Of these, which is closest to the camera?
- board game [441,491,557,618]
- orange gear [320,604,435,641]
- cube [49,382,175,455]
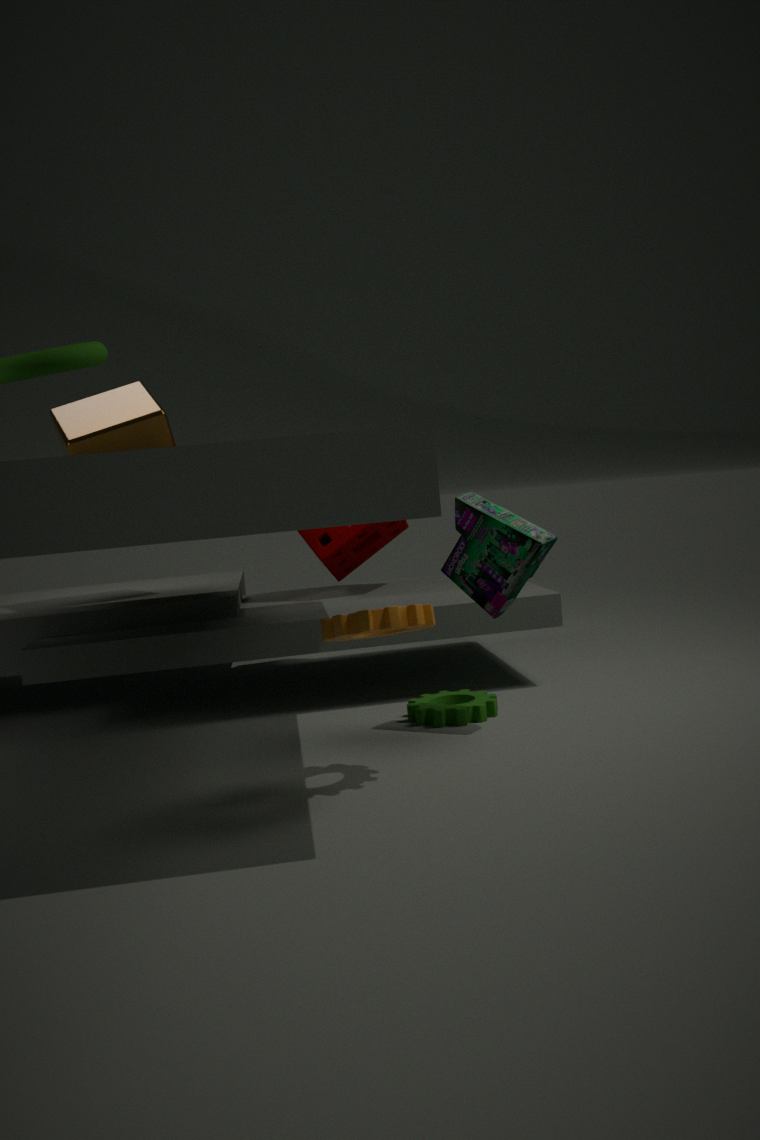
orange gear [320,604,435,641]
